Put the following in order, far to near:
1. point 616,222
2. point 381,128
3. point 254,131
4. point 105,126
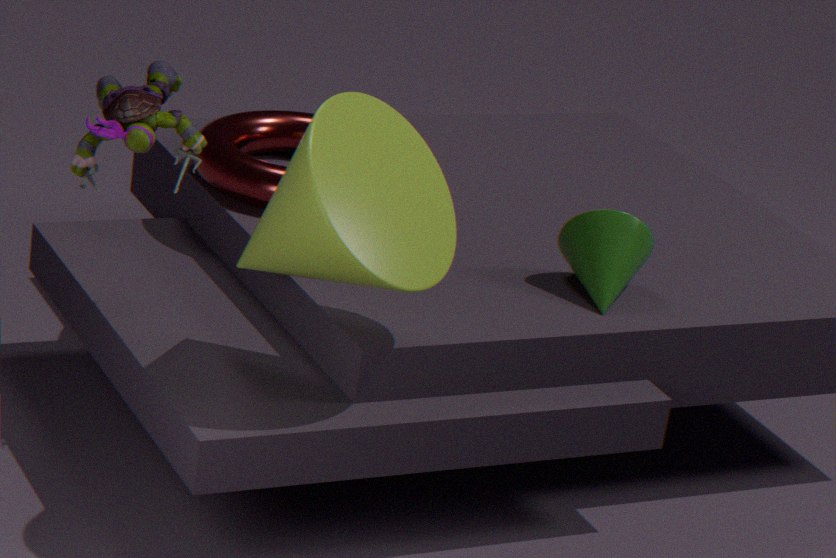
point 254,131, point 616,222, point 105,126, point 381,128
